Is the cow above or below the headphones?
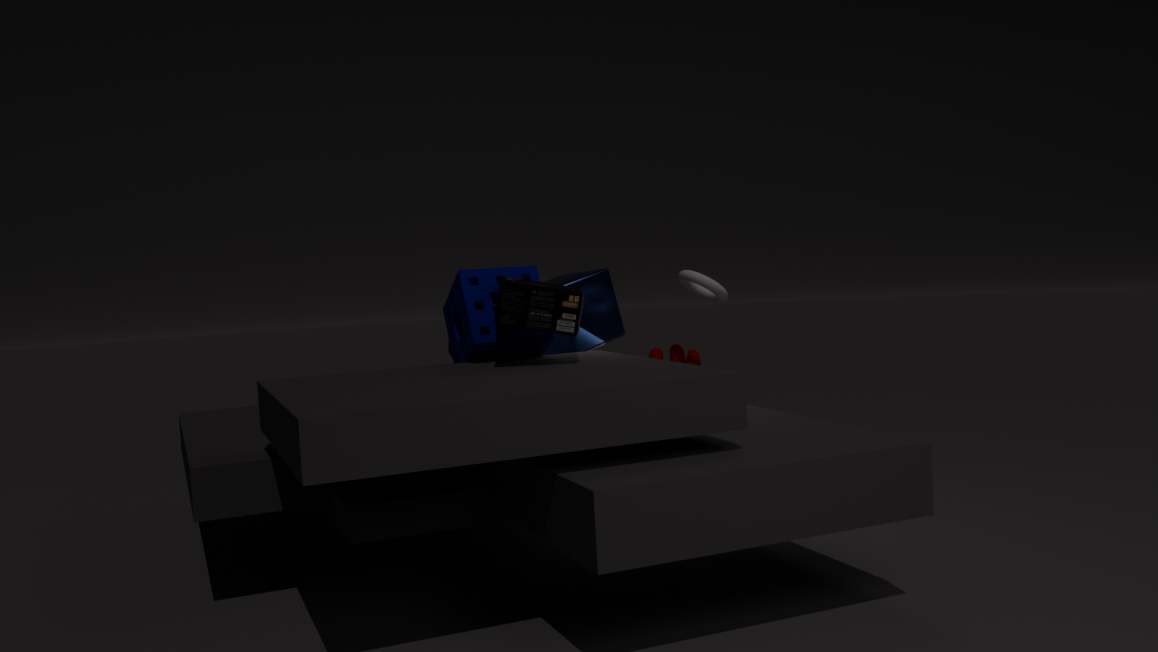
below
